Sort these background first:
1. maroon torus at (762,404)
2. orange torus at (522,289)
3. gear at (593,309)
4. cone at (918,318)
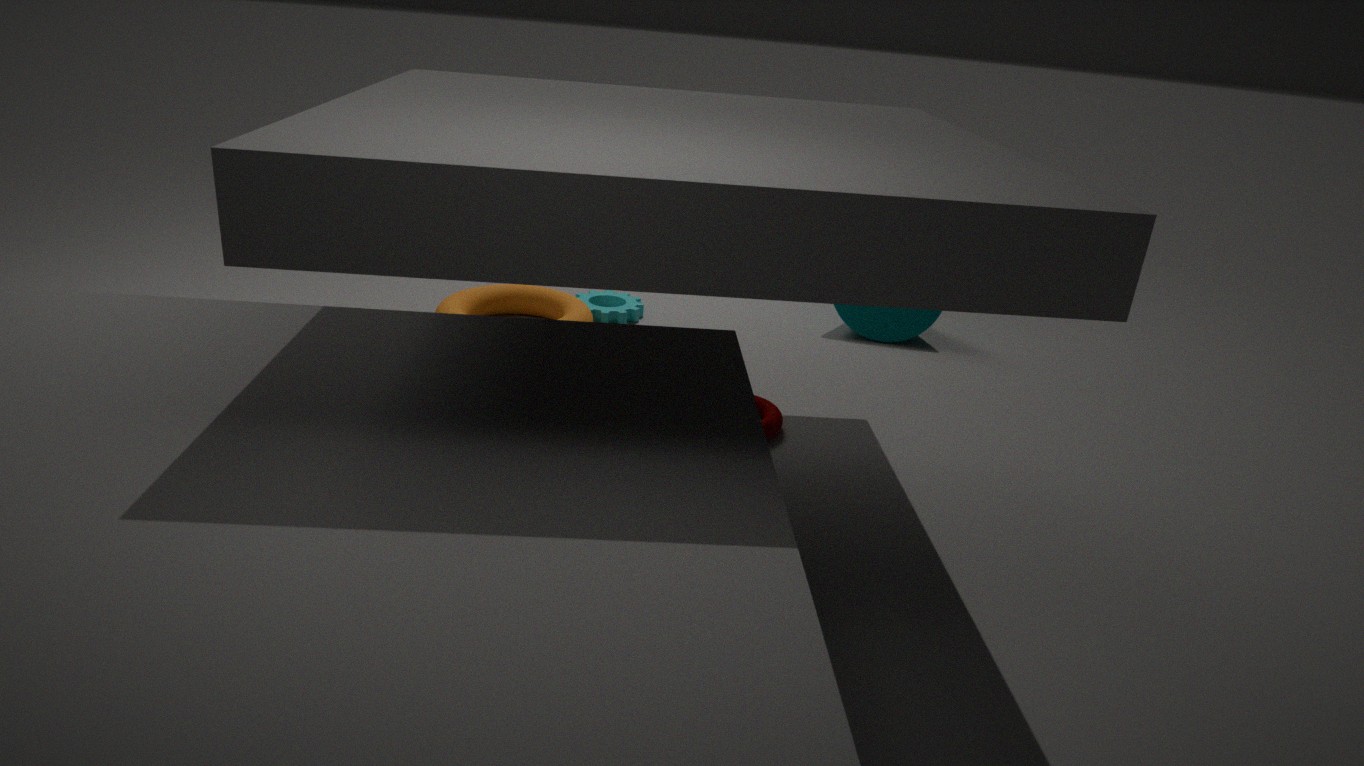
cone at (918,318) < gear at (593,309) < orange torus at (522,289) < maroon torus at (762,404)
